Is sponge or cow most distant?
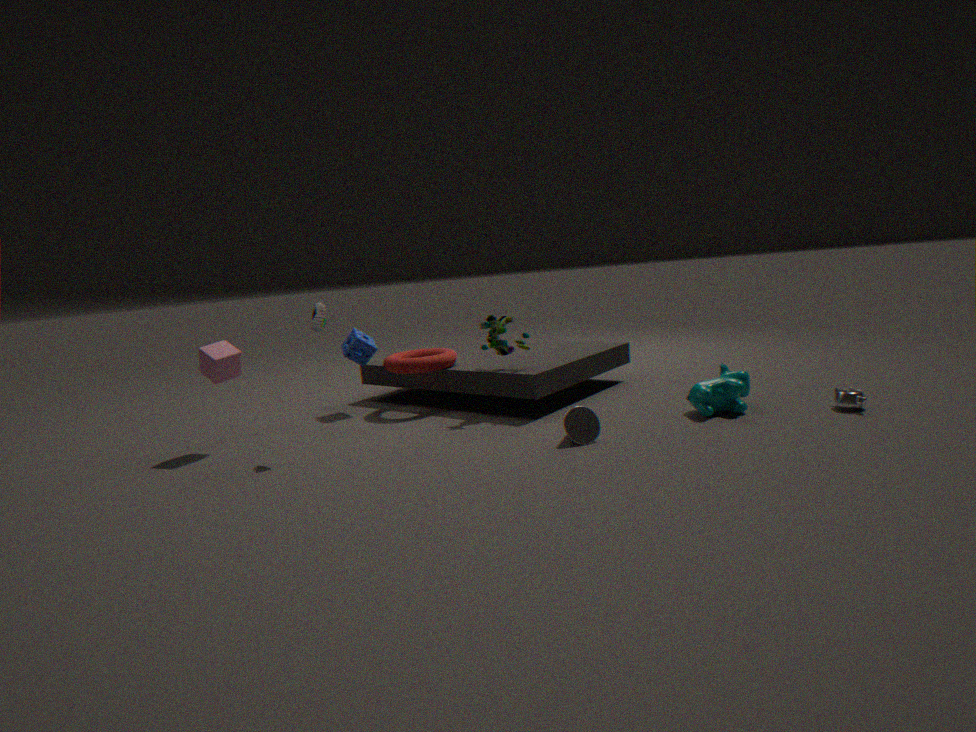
sponge
